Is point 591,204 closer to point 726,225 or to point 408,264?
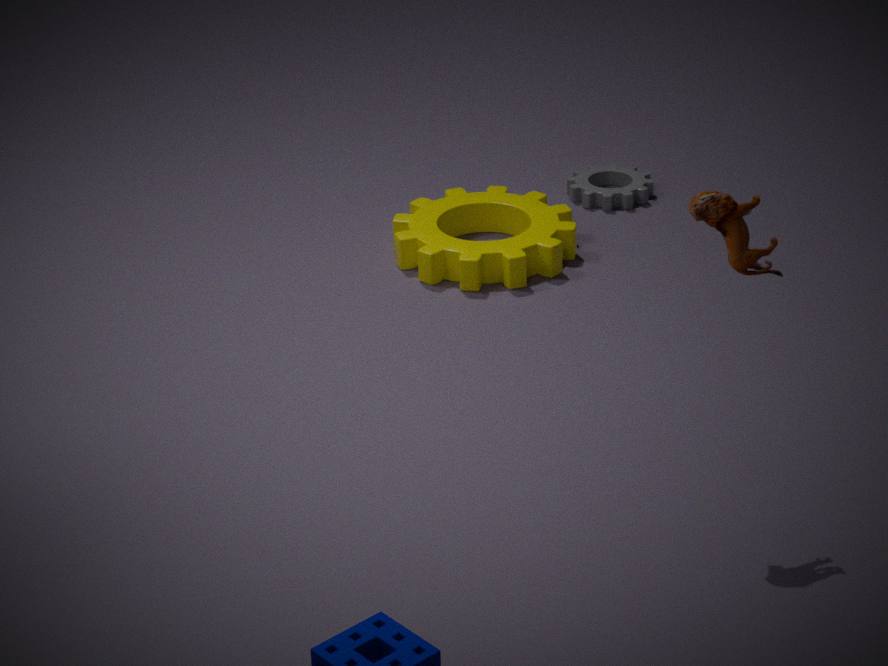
point 408,264
